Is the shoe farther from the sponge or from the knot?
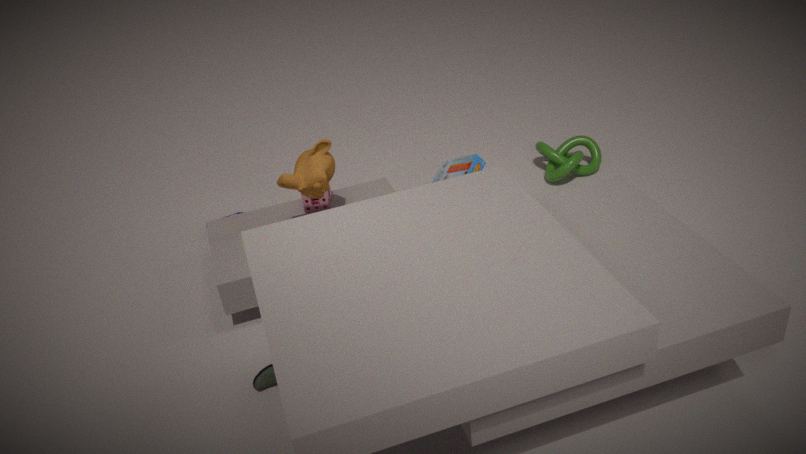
the knot
